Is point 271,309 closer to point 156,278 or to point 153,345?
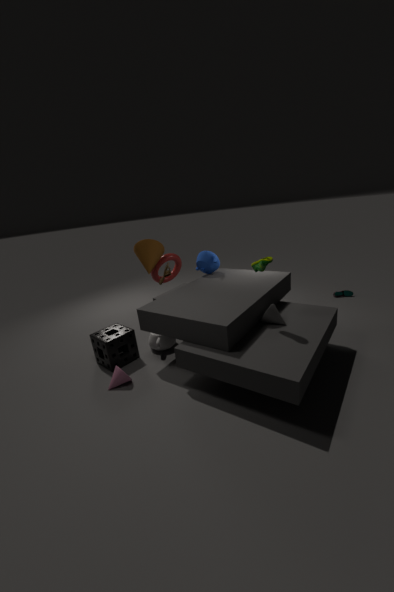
point 153,345
